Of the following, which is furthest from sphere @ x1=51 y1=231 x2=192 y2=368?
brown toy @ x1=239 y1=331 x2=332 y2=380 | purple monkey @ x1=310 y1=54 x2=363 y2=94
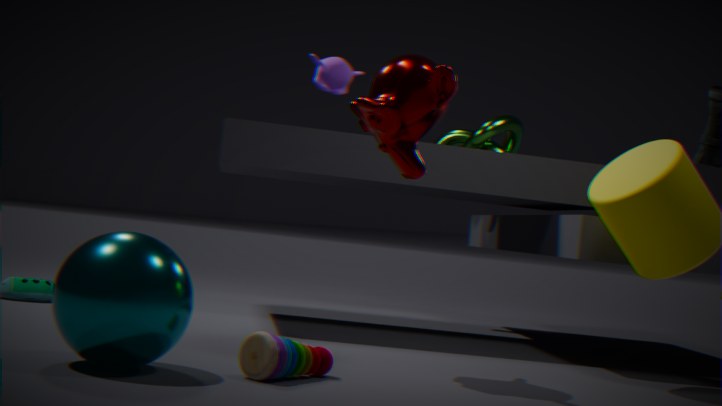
purple monkey @ x1=310 y1=54 x2=363 y2=94
